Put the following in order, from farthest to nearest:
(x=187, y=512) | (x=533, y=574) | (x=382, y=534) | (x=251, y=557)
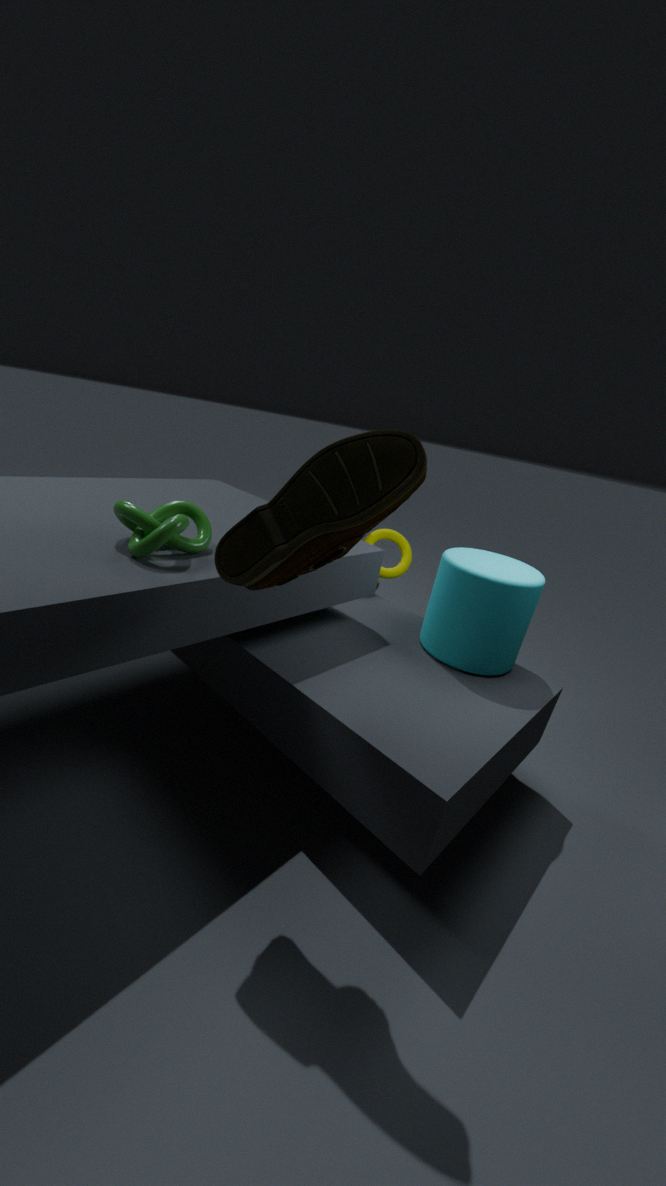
(x=382, y=534) → (x=533, y=574) → (x=187, y=512) → (x=251, y=557)
